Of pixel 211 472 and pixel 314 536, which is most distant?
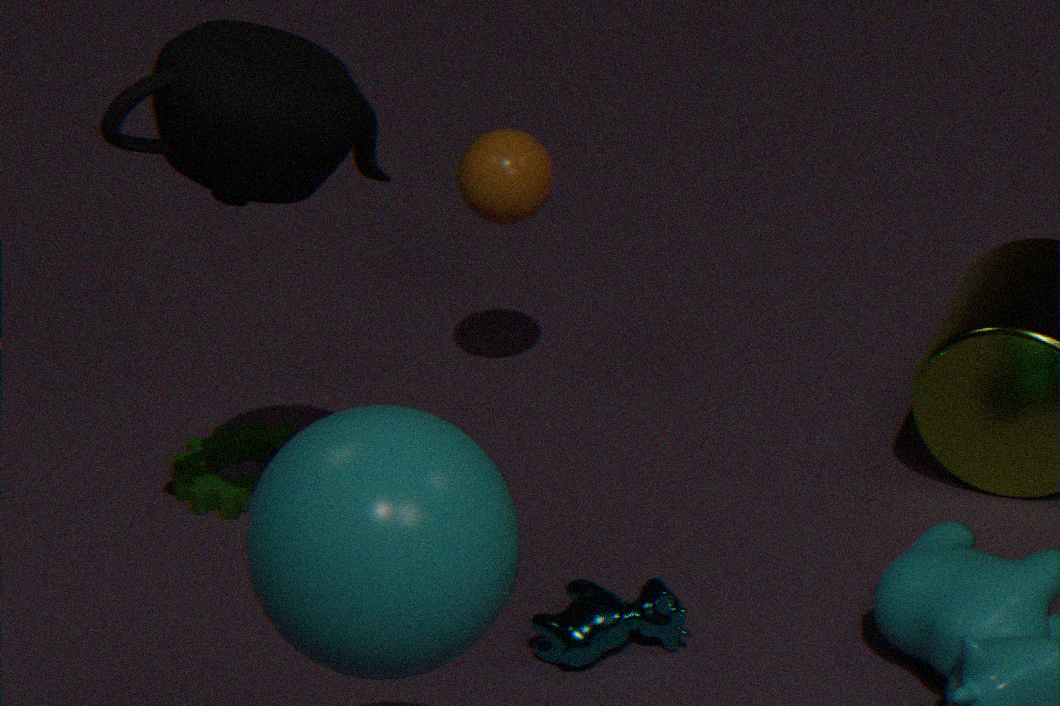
pixel 211 472
